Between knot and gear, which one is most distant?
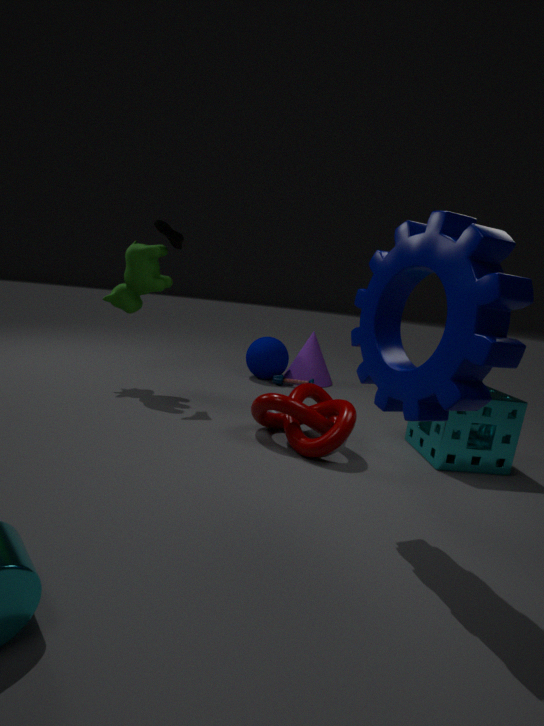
knot
